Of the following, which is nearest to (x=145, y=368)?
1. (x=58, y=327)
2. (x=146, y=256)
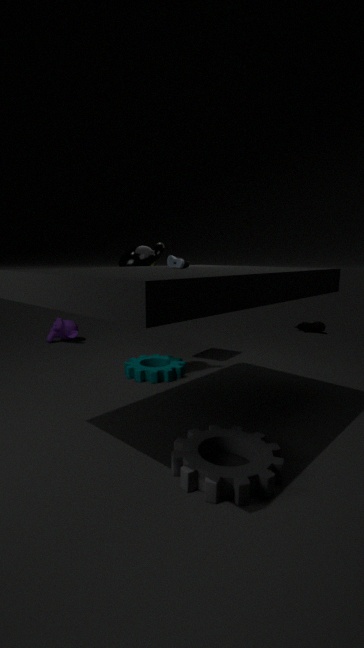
(x=146, y=256)
